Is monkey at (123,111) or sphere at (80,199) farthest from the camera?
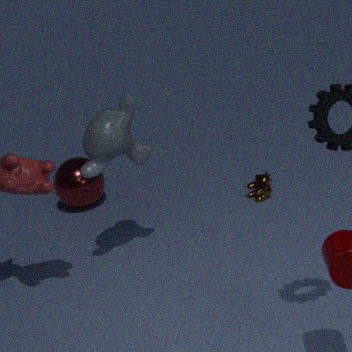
sphere at (80,199)
